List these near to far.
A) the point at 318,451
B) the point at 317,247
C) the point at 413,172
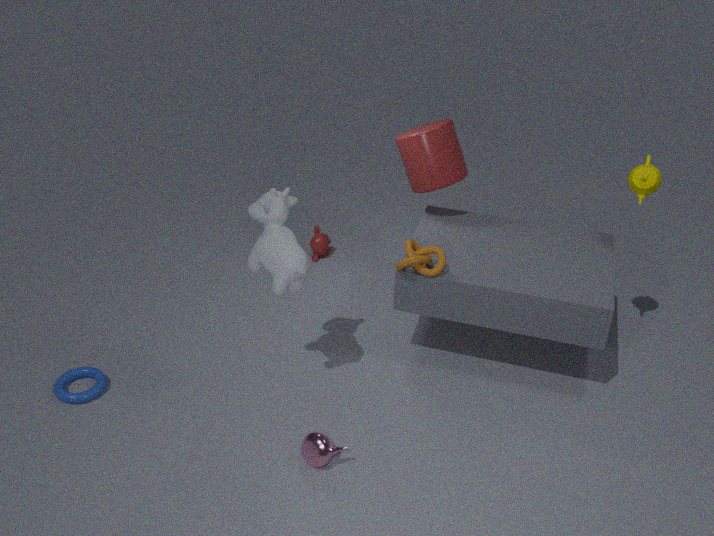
the point at 318,451
the point at 413,172
the point at 317,247
